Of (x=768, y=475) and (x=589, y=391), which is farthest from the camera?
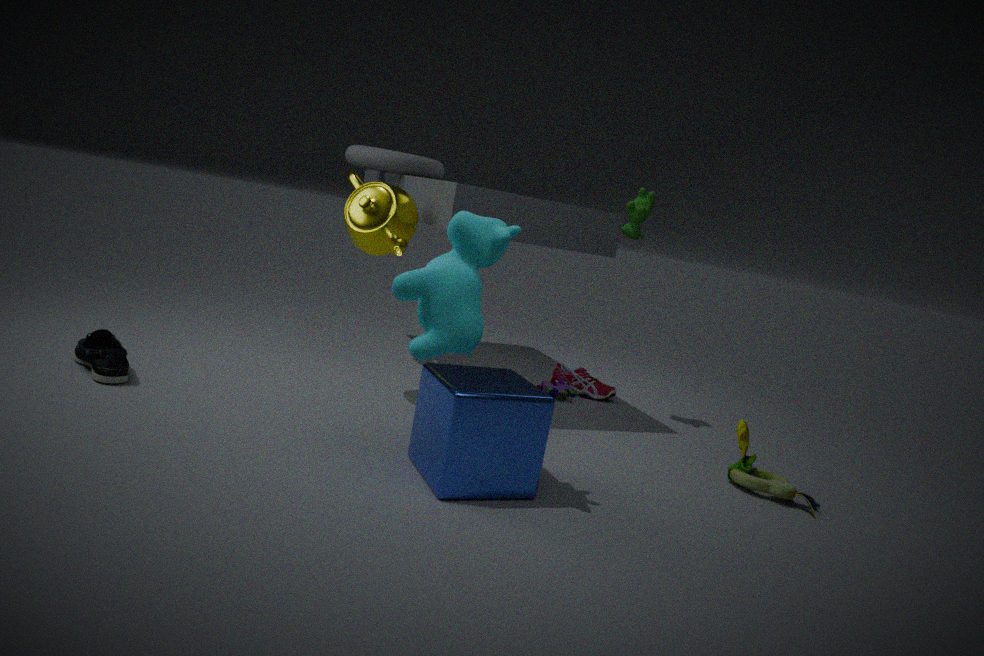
(x=589, y=391)
